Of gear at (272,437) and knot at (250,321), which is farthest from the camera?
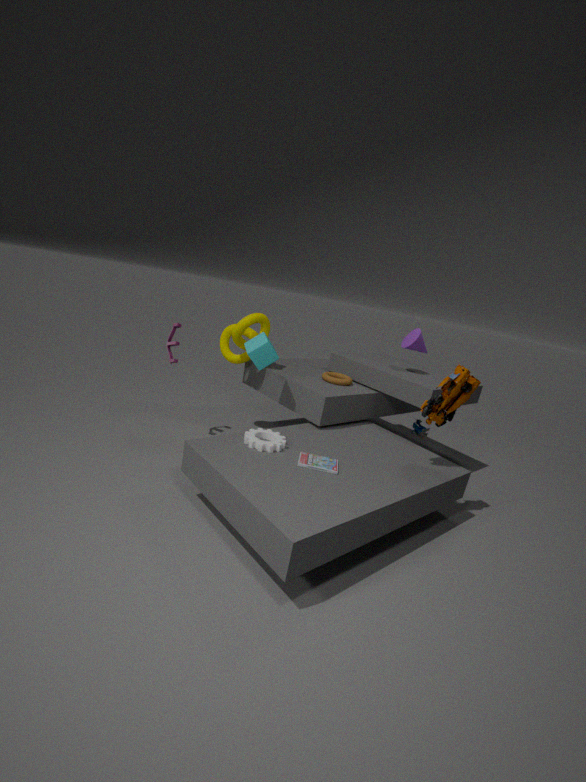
knot at (250,321)
